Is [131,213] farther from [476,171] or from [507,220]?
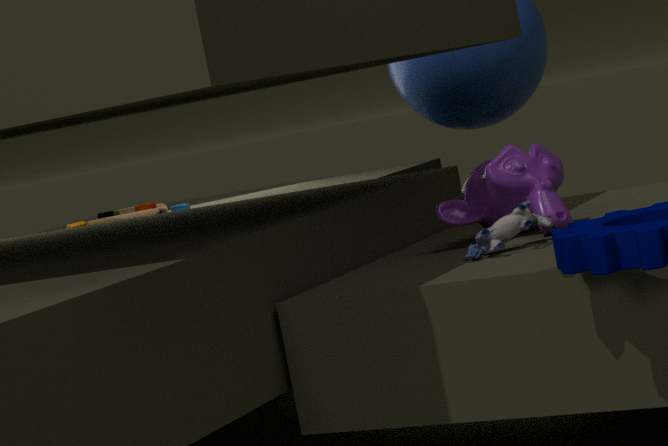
[507,220]
